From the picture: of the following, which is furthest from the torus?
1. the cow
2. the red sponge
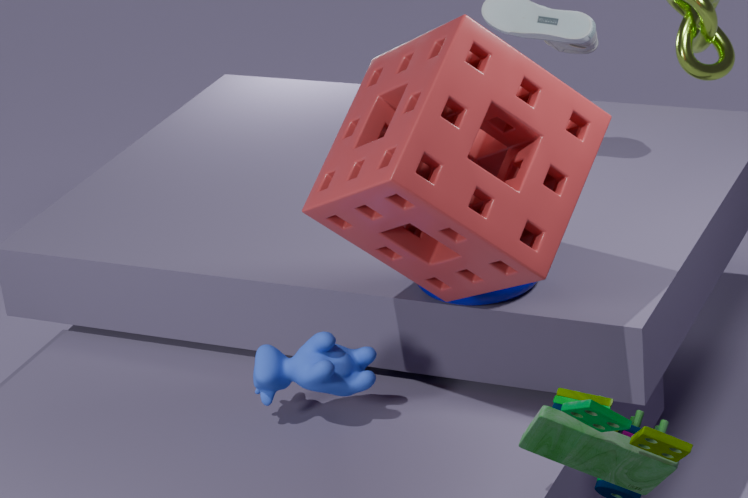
the cow
